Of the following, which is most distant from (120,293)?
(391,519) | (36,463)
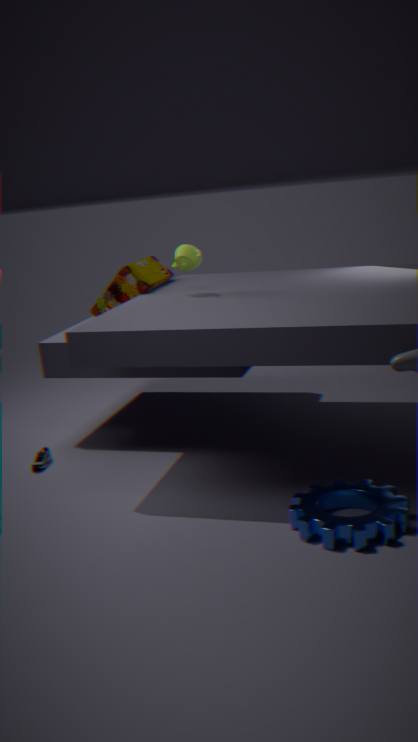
(391,519)
